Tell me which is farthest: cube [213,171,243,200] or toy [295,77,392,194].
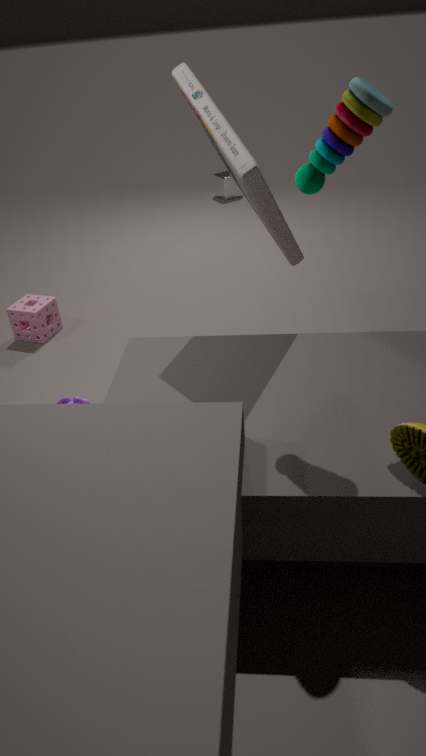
cube [213,171,243,200]
